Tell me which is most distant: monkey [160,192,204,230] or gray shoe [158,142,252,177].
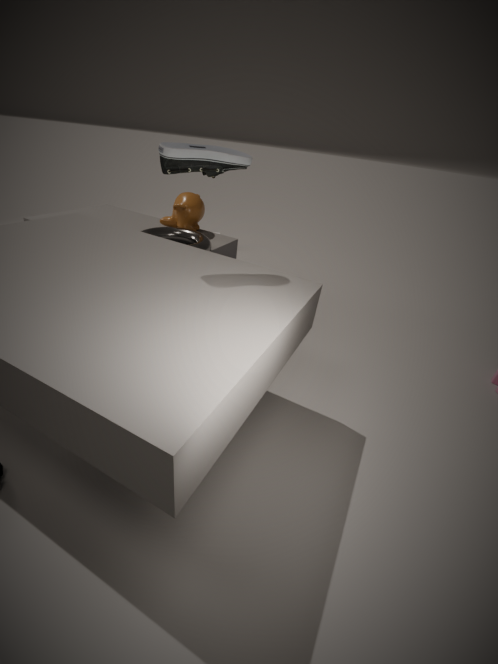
monkey [160,192,204,230]
